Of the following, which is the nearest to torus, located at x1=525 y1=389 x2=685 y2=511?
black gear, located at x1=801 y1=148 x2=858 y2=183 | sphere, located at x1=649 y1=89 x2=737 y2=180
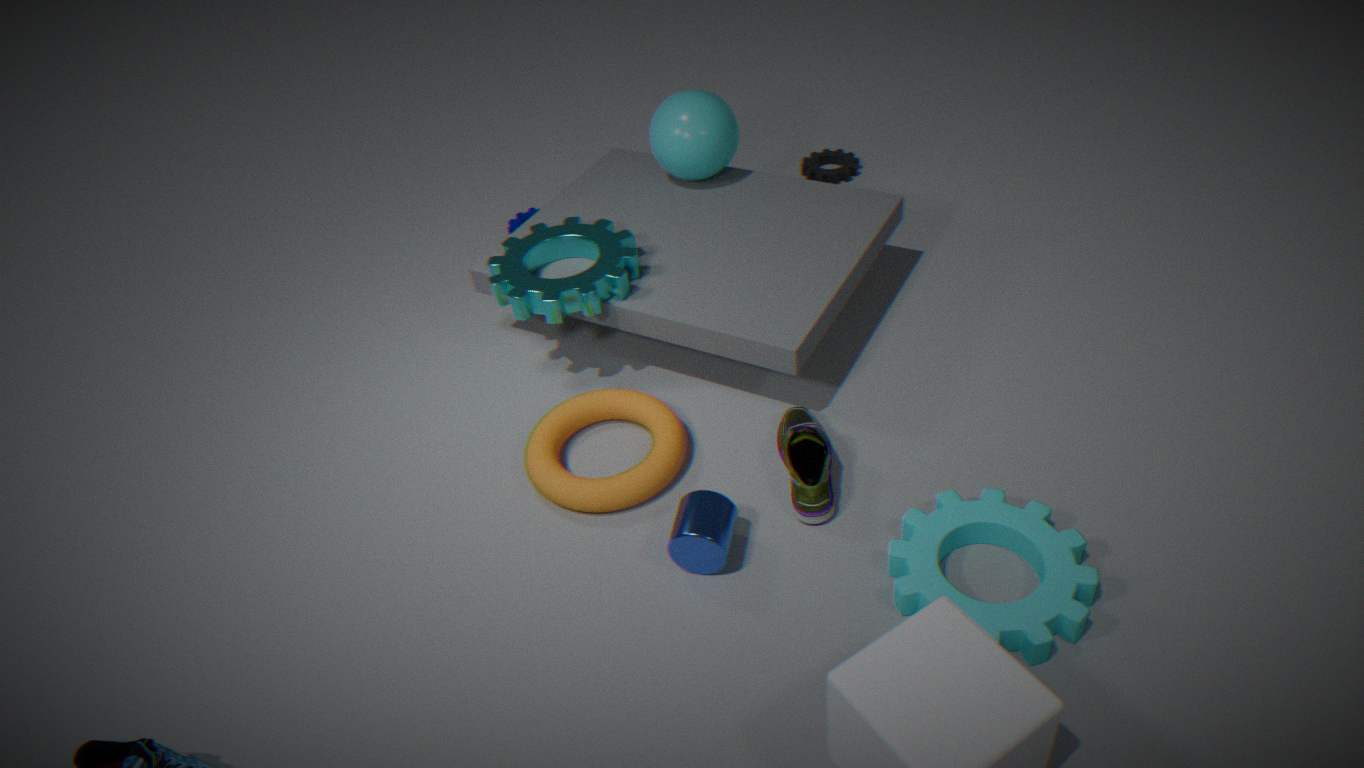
sphere, located at x1=649 y1=89 x2=737 y2=180
